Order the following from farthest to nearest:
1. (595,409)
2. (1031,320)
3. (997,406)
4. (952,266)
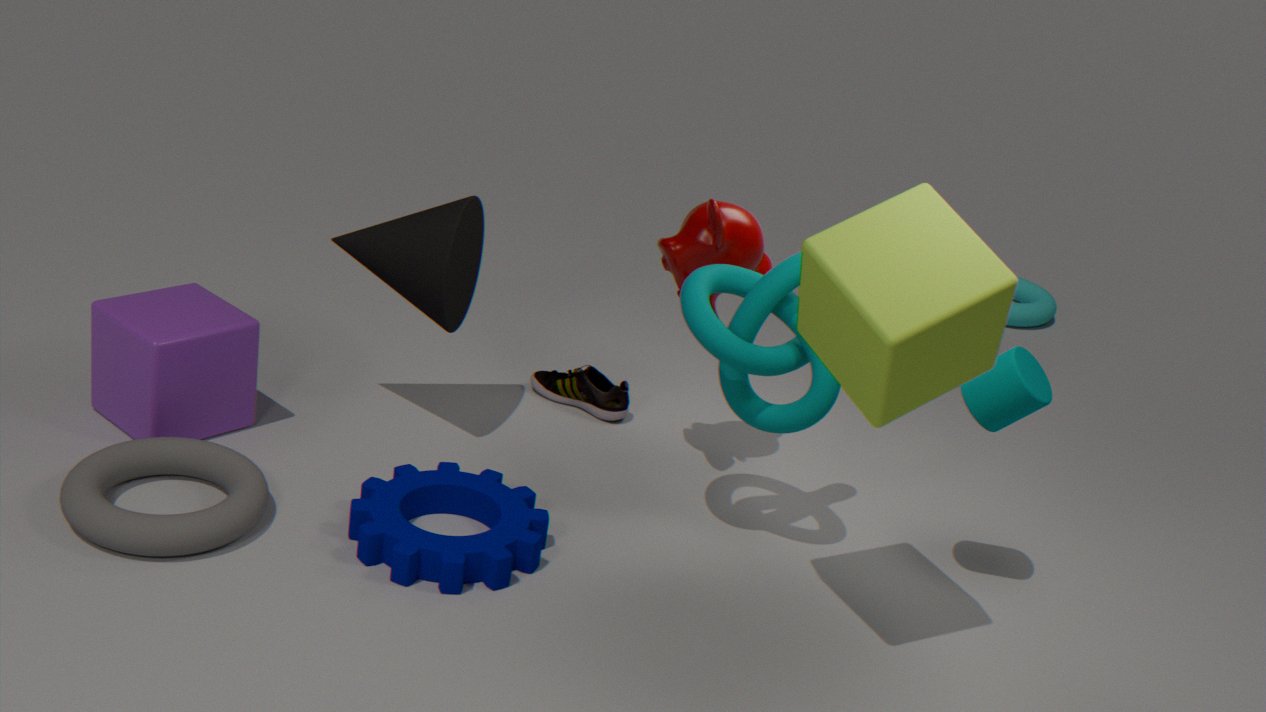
(1031,320), (595,409), (997,406), (952,266)
